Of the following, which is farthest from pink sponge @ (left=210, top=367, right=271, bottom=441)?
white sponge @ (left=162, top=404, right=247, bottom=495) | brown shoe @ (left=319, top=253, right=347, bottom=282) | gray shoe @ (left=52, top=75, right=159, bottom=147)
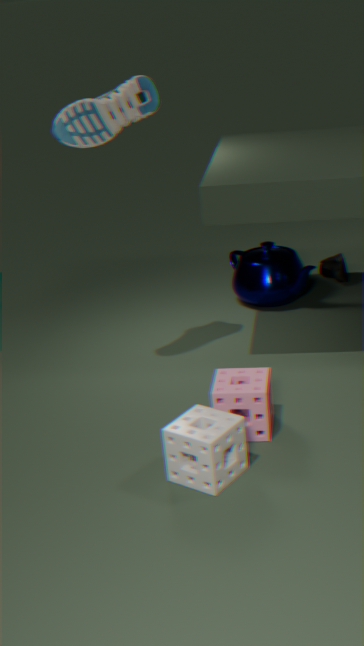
brown shoe @ (left=319, top=253, right=347, bottom=282)
